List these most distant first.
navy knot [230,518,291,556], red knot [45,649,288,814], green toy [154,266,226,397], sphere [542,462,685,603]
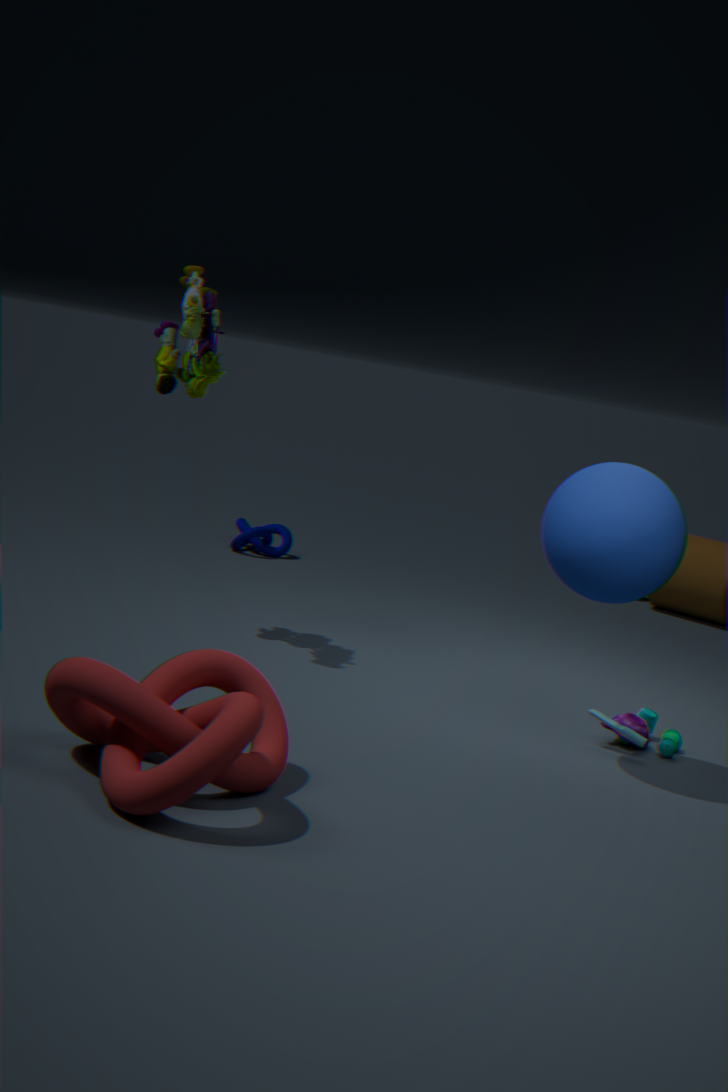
navy knot [230,518,291,556] < green toy [154,266,226,397] < sphere [542,462,685,603] < red knot [45,649,288,814]
